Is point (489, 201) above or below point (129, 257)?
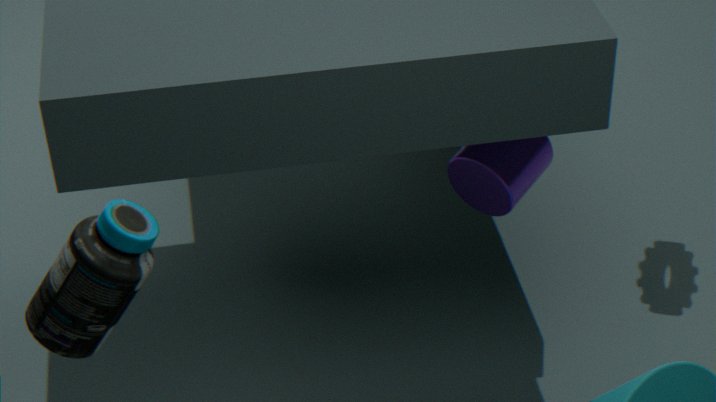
below
